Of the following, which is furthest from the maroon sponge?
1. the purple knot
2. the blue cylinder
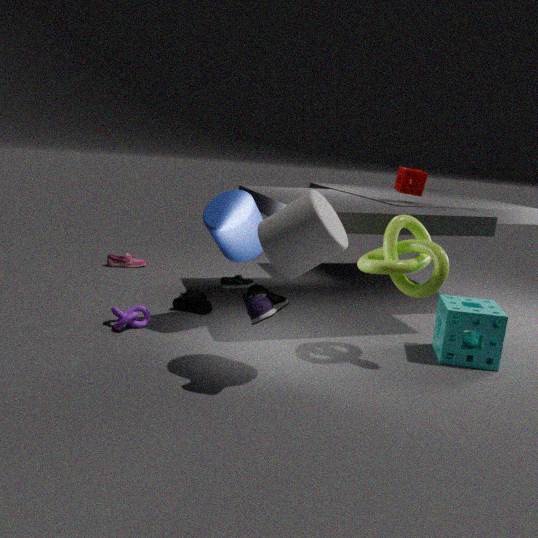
the purple knot
